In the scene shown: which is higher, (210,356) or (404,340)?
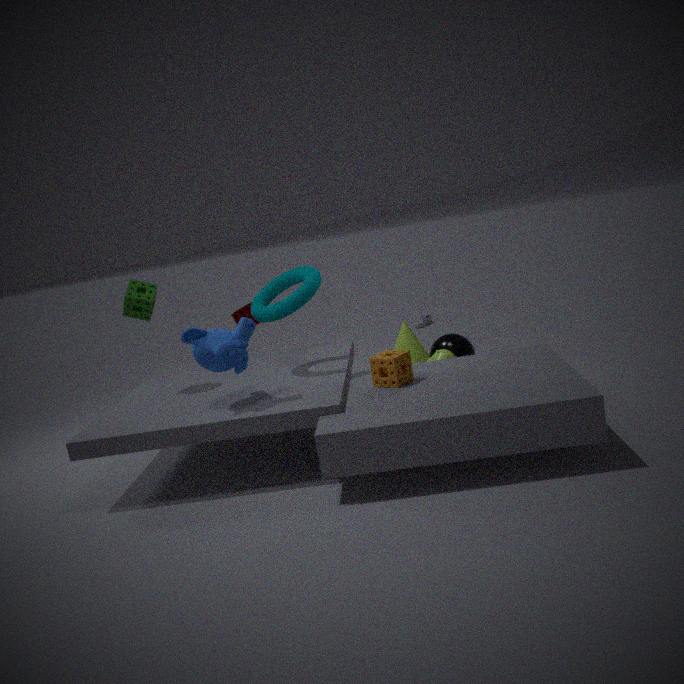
(210,356)
